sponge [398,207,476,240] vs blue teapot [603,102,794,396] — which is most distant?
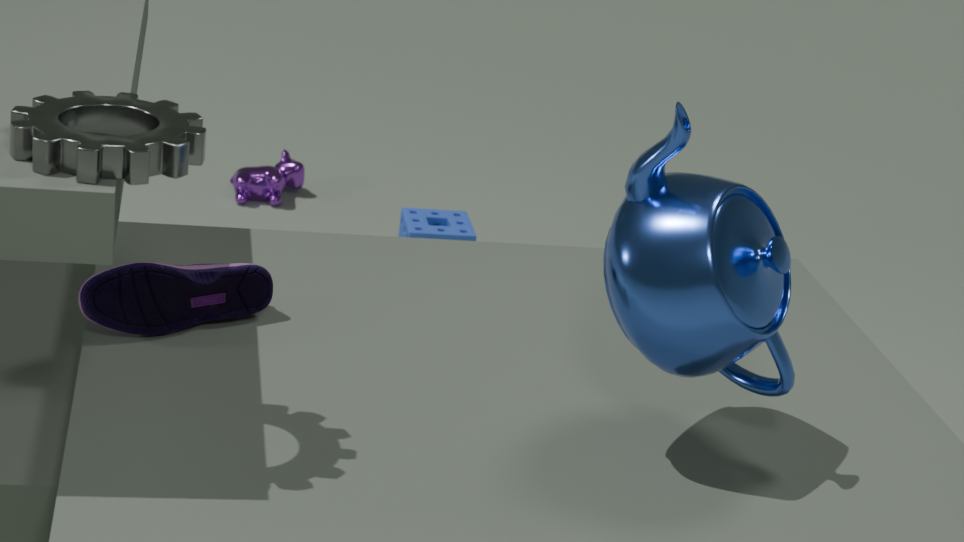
sponge [398,207,476,240]
